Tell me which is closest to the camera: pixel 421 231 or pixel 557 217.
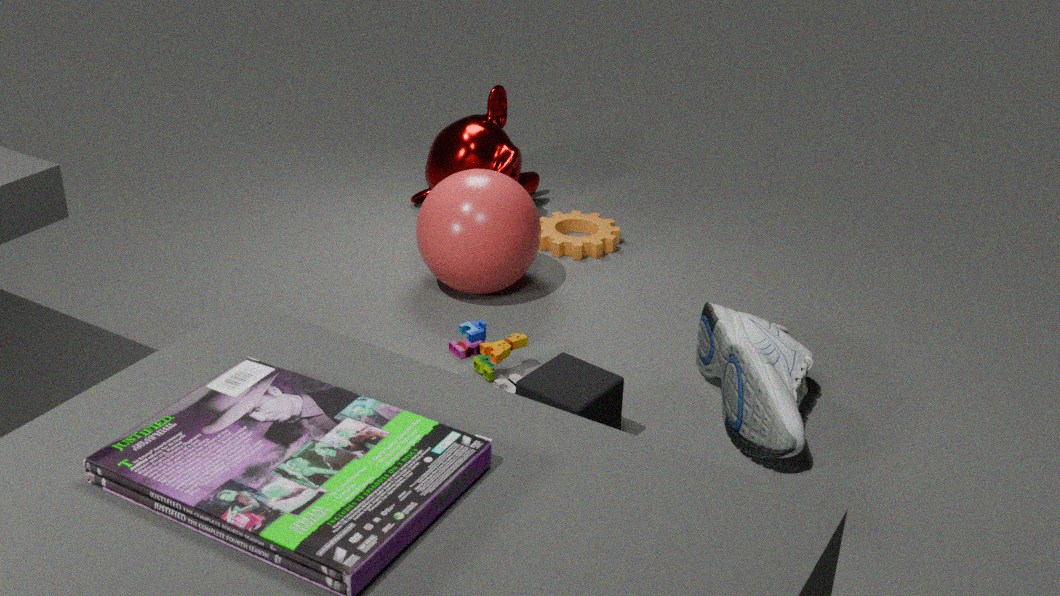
pixel 421 231
